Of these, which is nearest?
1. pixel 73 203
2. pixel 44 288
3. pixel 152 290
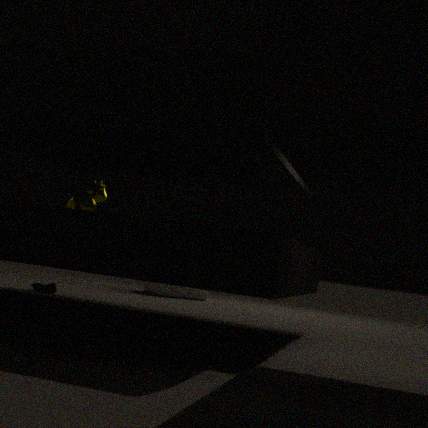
pixel 73 203
